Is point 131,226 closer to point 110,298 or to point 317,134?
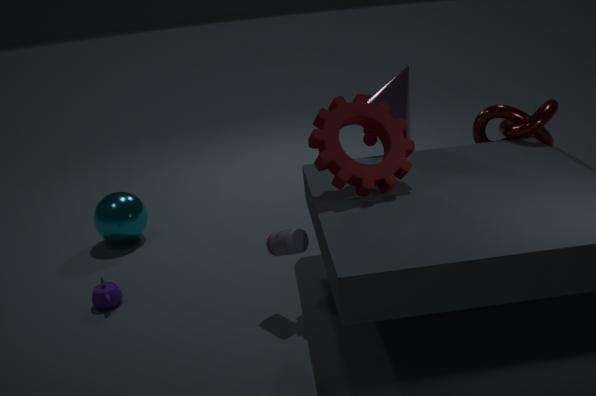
point 110,298
